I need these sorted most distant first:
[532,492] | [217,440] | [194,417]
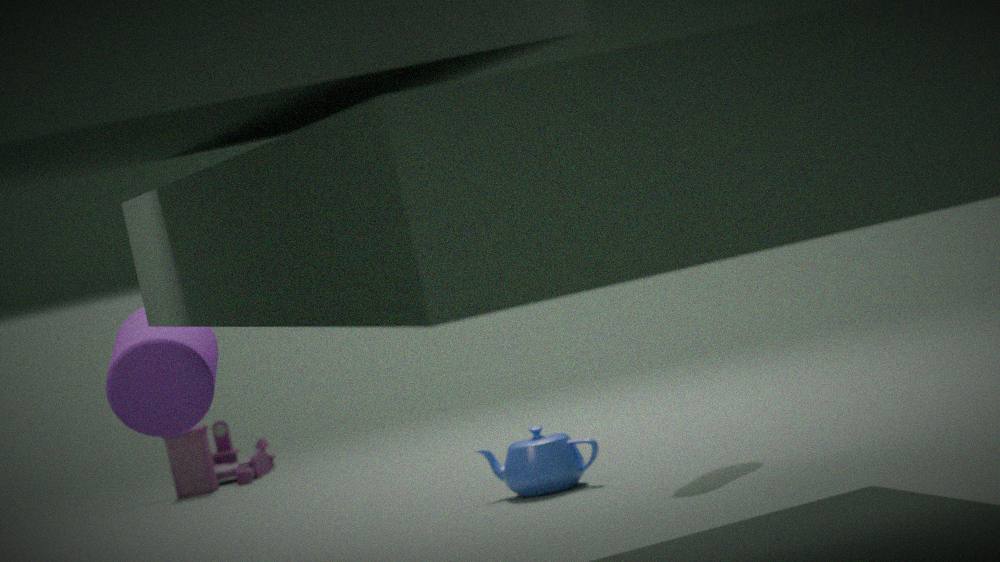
[217,440], [532,492], [194,417]
